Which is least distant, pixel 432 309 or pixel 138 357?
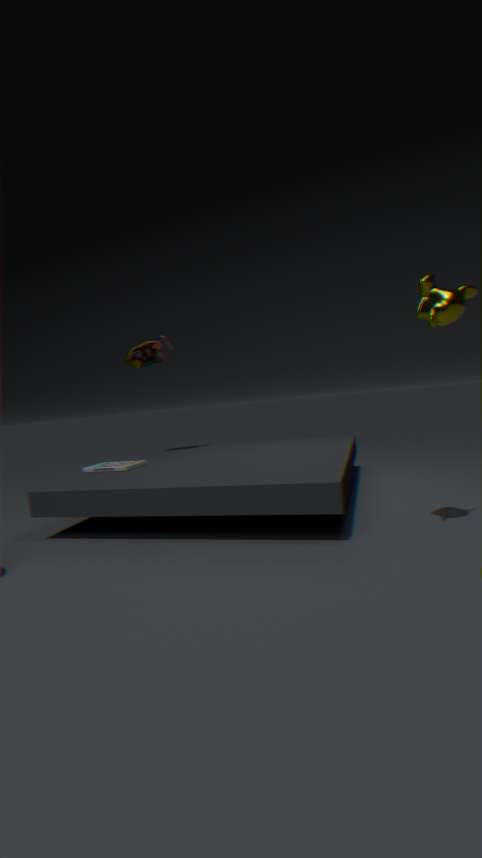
pixel 432 309
